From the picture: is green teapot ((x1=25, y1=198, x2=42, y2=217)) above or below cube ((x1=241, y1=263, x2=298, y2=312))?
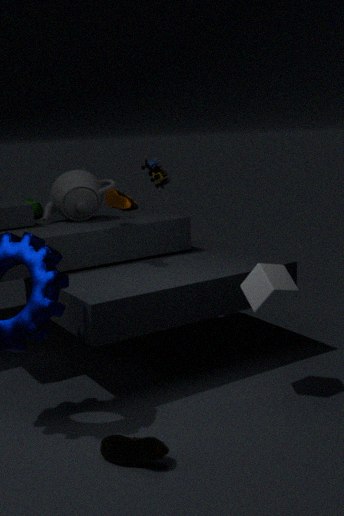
above
